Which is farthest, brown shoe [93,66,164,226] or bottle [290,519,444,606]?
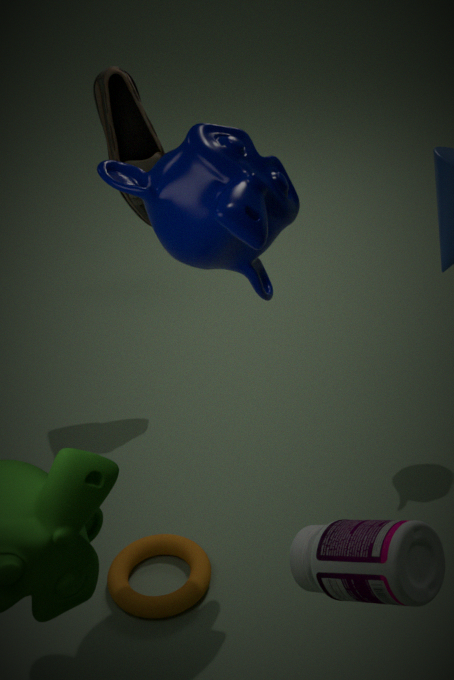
brown shoe [93,66,164,226]
